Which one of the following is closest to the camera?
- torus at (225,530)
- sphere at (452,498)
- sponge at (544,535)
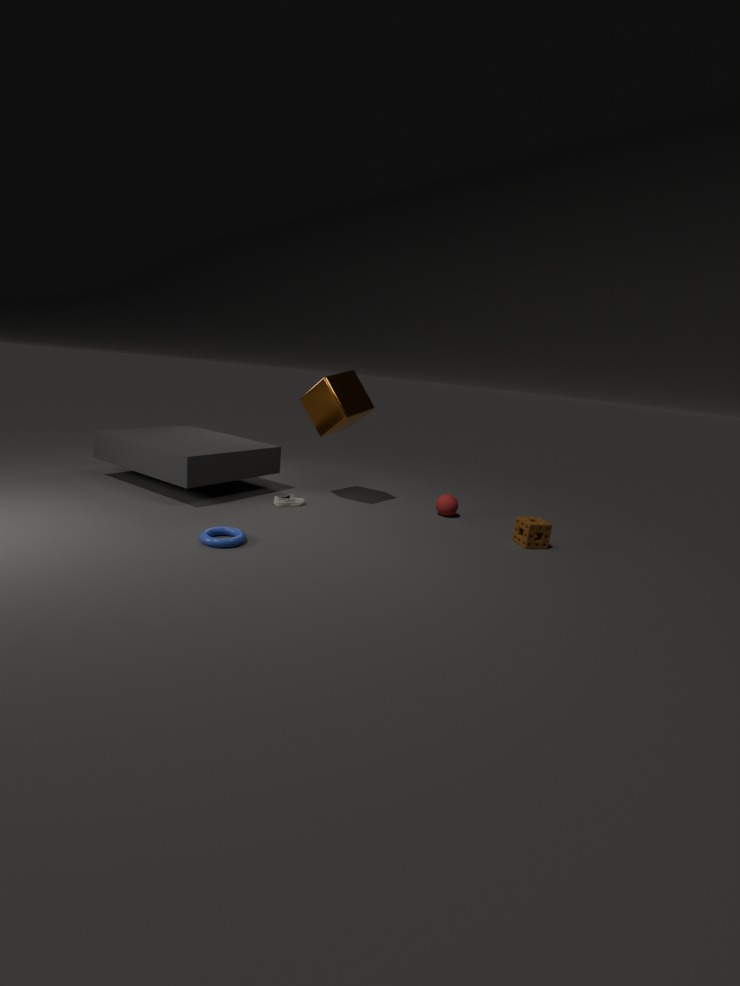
torus at (225,530)
